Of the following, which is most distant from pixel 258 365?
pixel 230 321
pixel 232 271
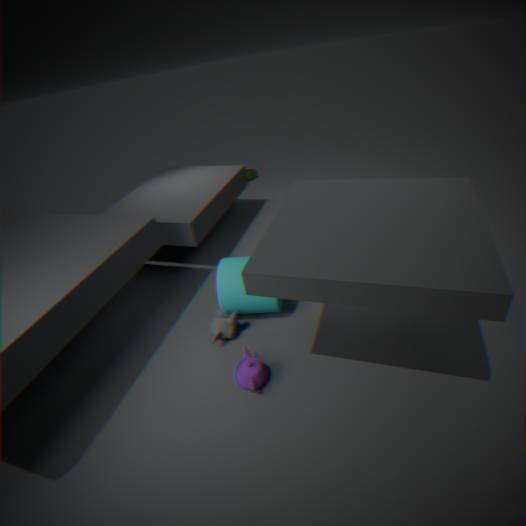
pixel 232 271
